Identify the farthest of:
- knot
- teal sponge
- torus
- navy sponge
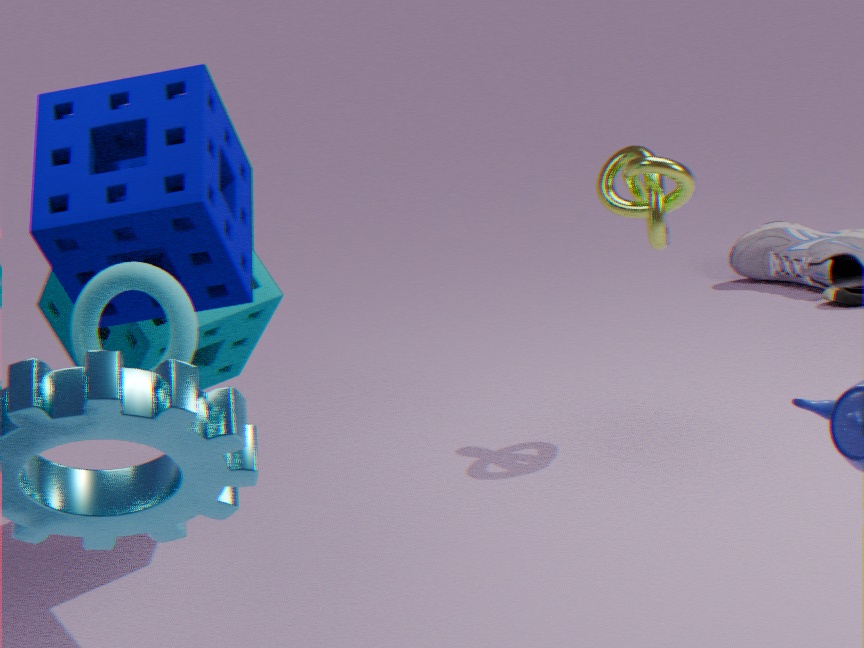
knot
